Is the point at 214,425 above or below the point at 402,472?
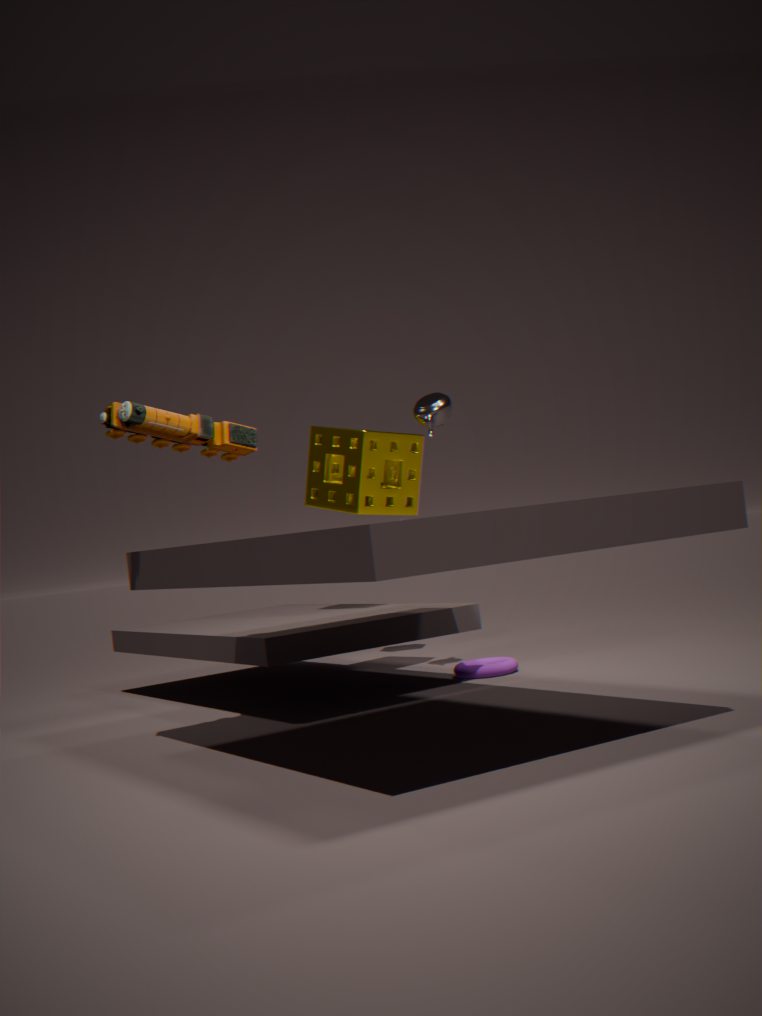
above
